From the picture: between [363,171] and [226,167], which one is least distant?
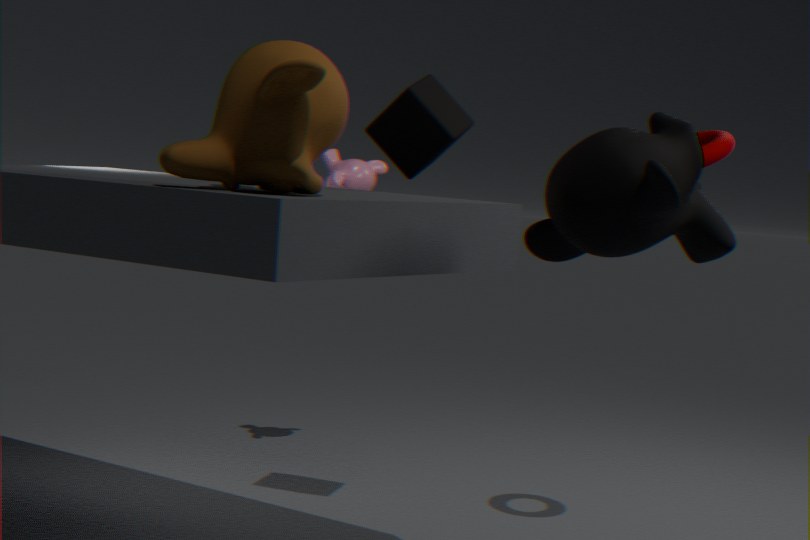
[226,167]
